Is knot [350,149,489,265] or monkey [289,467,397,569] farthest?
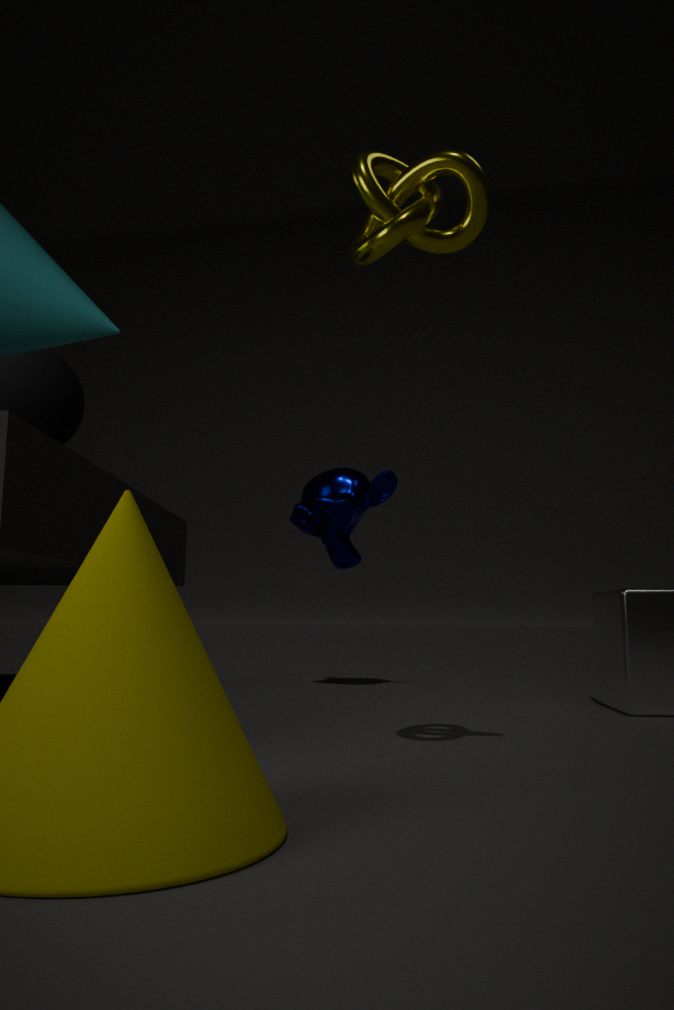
monkey [289,467,397,569]
